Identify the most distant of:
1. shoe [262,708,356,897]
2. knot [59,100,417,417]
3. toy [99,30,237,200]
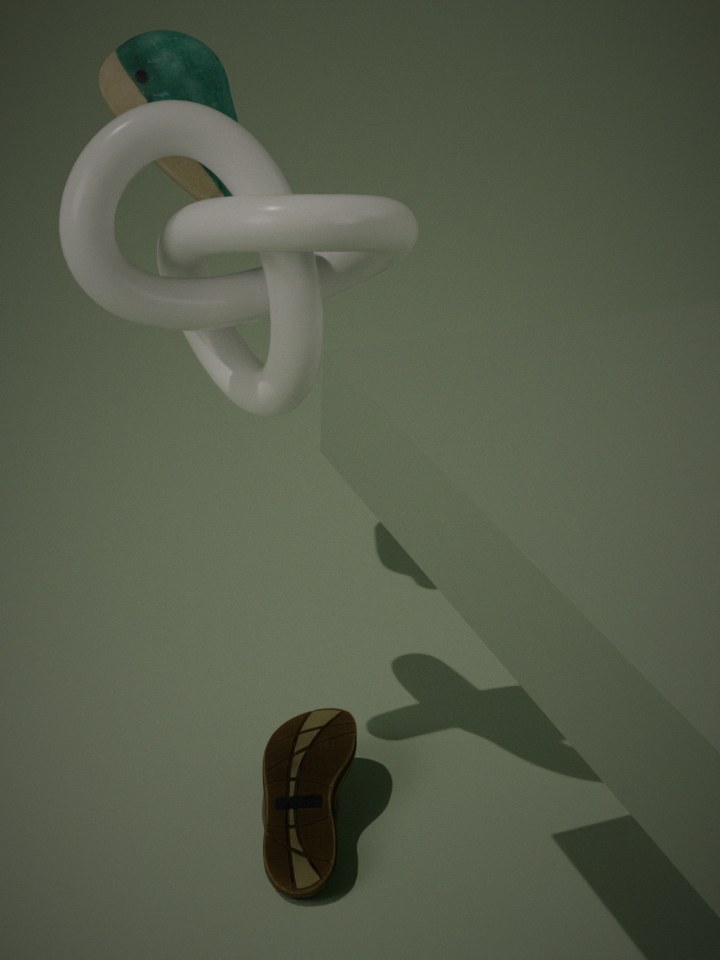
toy [99,30,237,200]
